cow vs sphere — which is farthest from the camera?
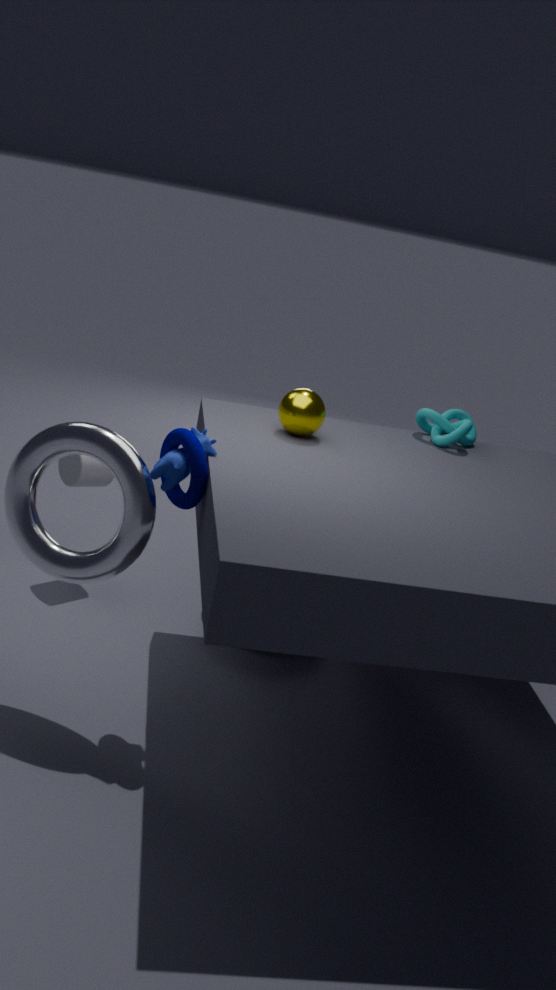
sphere
